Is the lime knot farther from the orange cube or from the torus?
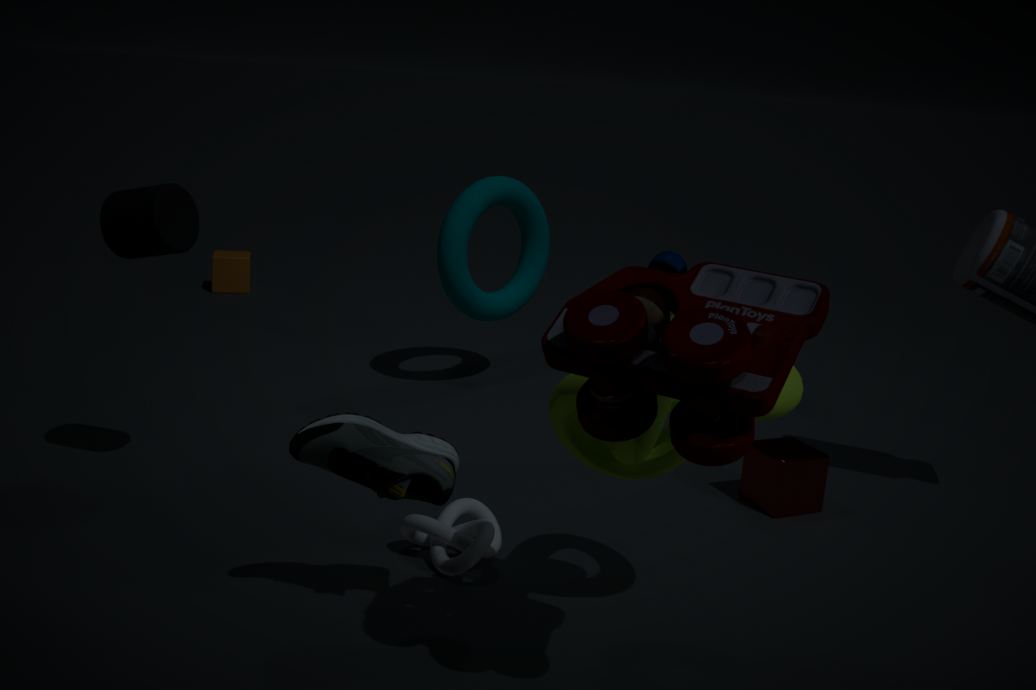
the orange cube
